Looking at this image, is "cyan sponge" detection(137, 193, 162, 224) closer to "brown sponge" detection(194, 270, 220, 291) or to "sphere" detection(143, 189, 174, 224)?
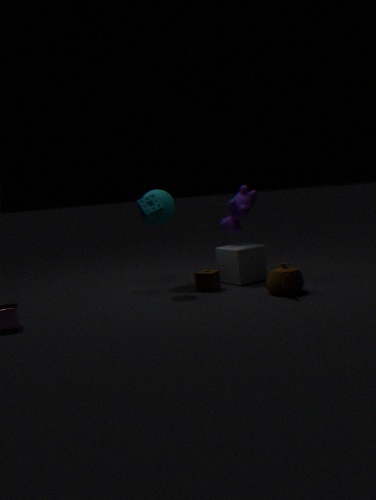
"sphere" detection(143, 189, 174, 224)
